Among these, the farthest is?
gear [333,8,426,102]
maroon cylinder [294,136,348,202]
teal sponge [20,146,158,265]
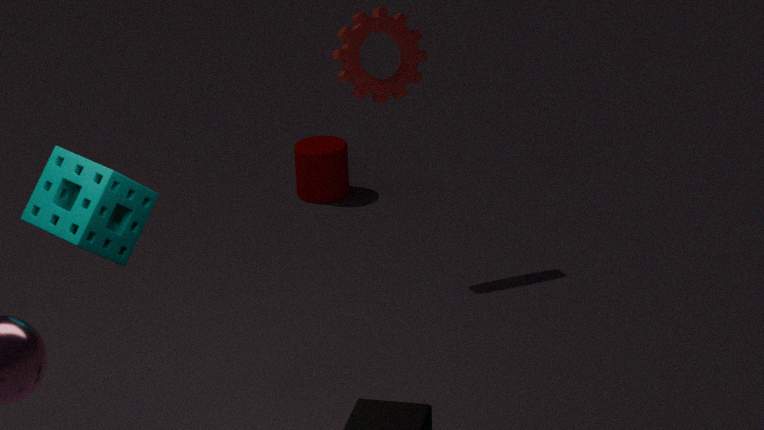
maroon cylinder [294,136,348,202]
